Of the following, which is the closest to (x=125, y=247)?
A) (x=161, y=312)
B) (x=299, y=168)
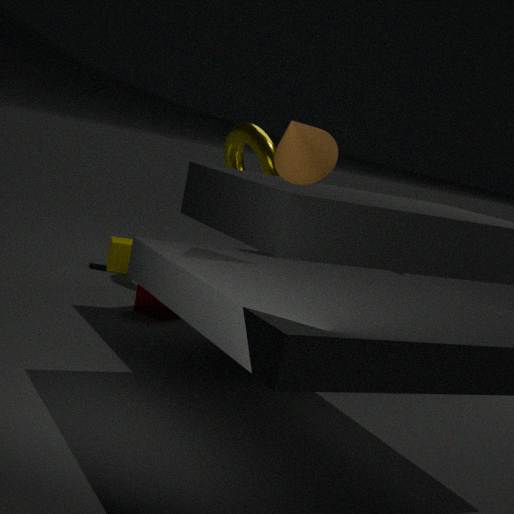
(x=161, y=312)
